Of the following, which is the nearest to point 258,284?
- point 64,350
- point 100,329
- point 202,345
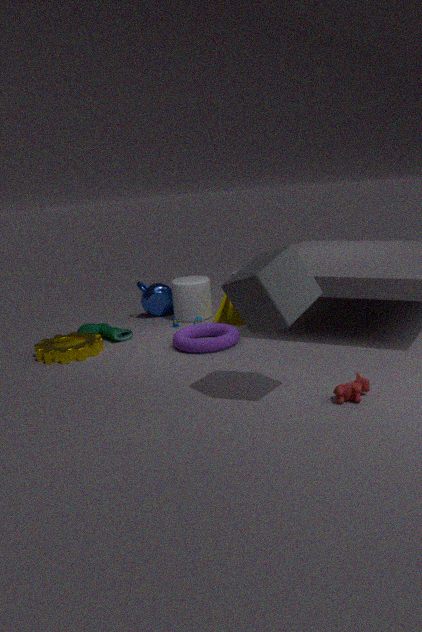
point 202,345
